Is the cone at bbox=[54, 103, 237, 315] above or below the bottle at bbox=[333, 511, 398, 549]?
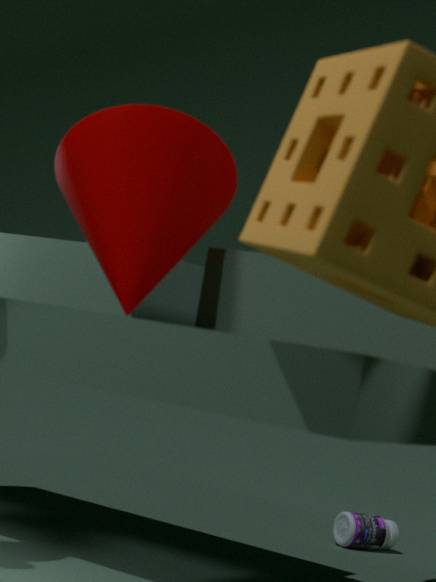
above
